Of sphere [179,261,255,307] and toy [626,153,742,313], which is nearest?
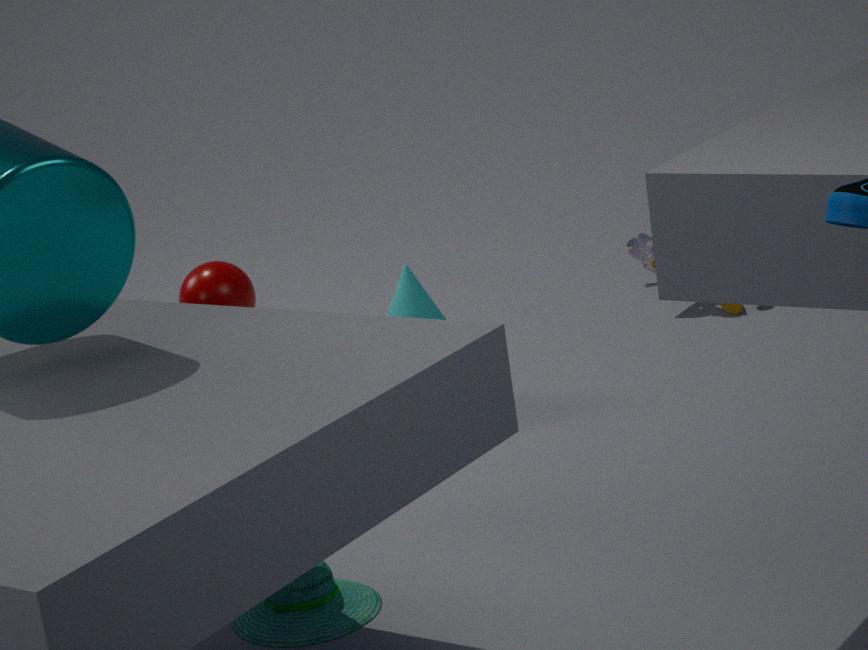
sphere [179,261,255,307]
